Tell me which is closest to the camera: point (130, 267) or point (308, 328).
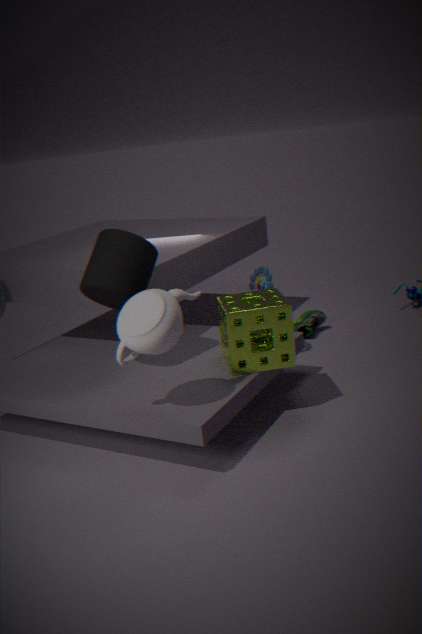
point (130, 267)
